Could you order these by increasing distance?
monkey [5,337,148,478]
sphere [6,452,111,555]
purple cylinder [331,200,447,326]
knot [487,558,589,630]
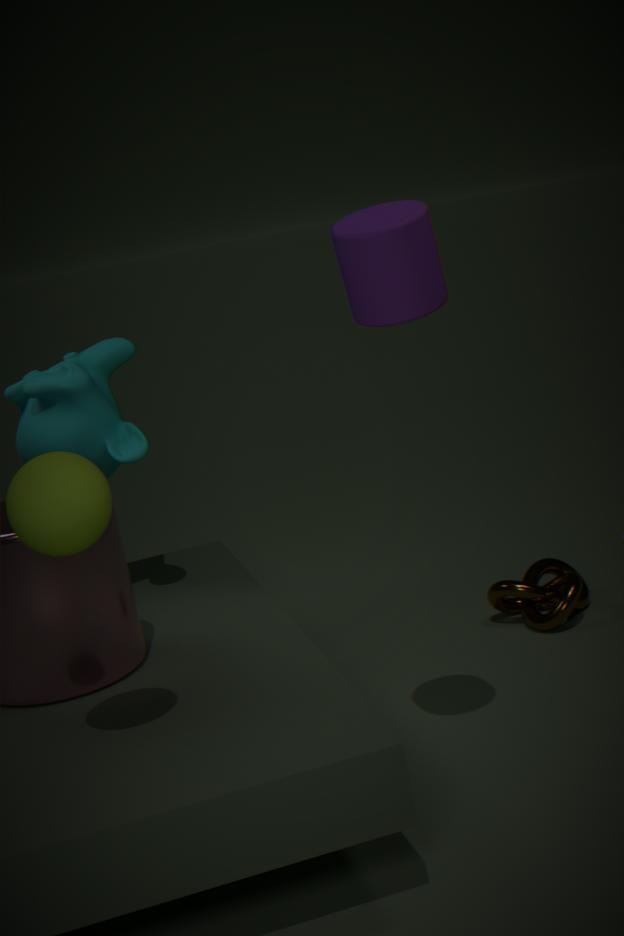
1. sphere [6,452,111,555]
2. purple cylinder [331,200,447,326]
3. monkey [5,337,148,478]
4. knot [487,558,589,630]
